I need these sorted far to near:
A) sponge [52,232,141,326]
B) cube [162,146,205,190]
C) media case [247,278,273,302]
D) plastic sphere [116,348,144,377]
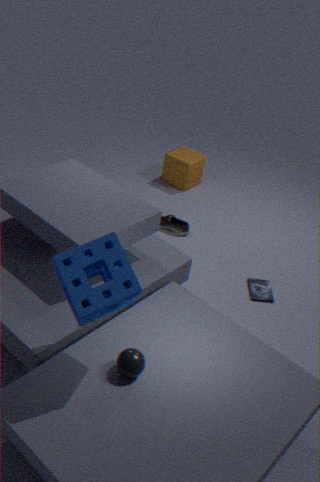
cube [162,146,205,190], media case [247,278,273,302], plastic sphere [116,348,144,377], sponge [52,232,141,326]
